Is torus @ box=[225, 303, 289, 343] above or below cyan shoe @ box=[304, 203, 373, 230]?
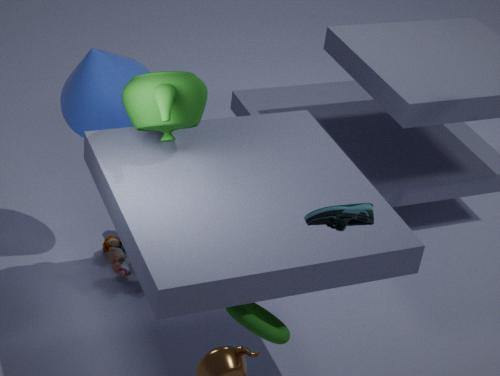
below
